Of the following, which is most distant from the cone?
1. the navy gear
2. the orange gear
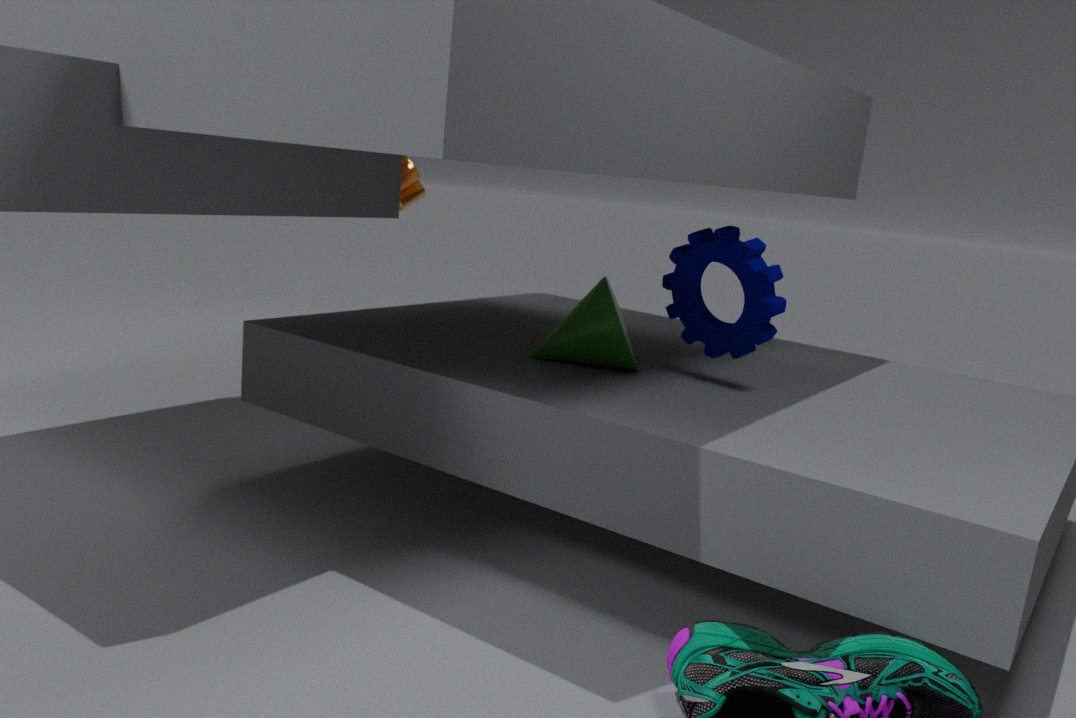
the orange gear
